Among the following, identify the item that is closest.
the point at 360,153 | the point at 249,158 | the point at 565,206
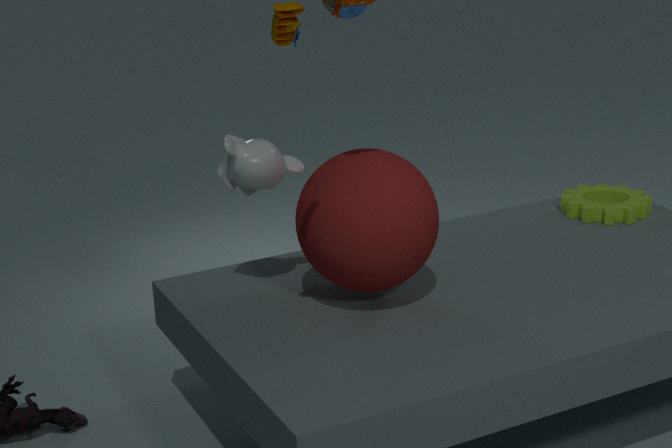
the point at 360,153
